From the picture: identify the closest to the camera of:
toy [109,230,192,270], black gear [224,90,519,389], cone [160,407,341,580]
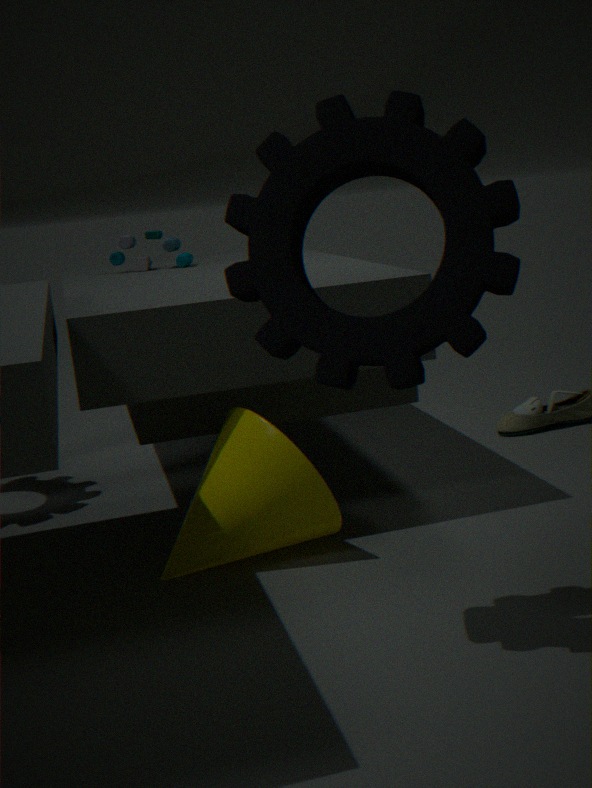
black gear [224,90,519,389]
